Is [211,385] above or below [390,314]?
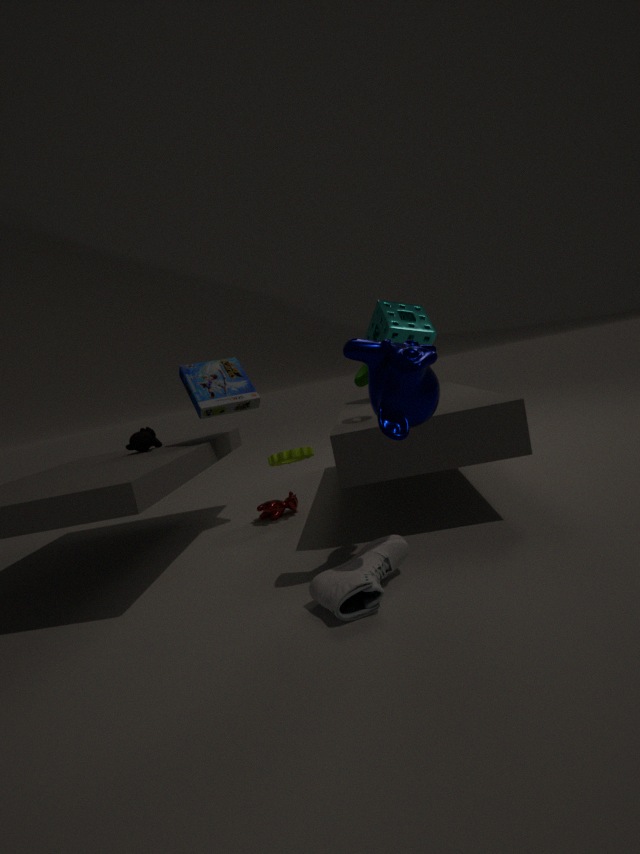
below
